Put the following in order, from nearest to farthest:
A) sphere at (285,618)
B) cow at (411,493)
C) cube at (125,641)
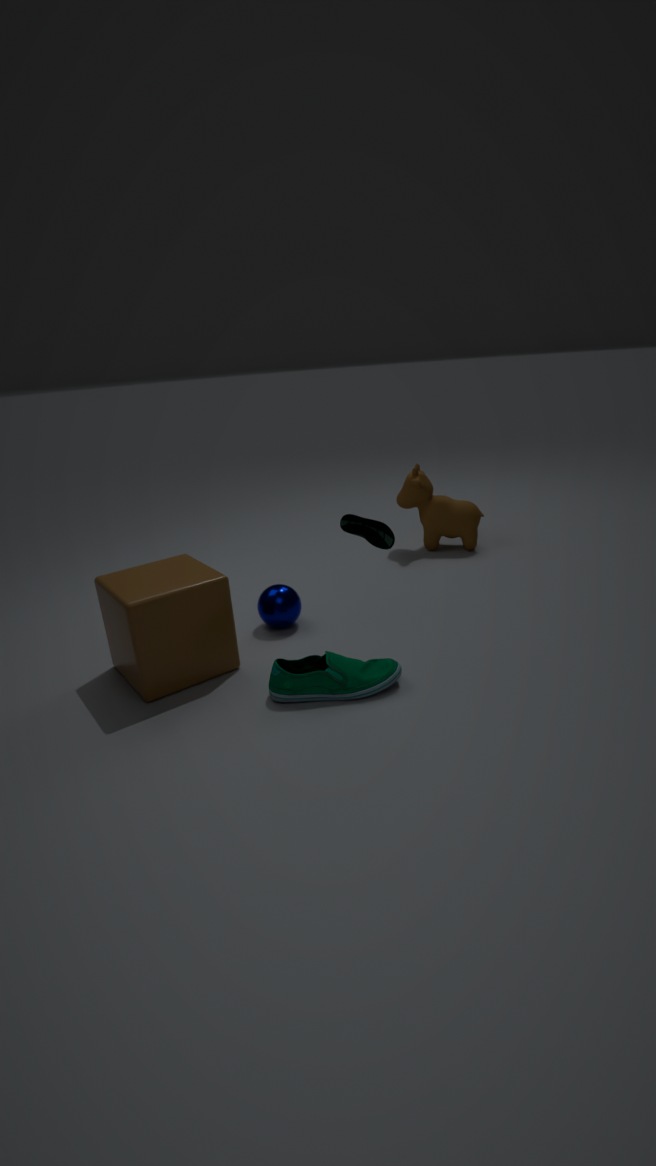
1. cube at (125,641)
2. sphere at (285,618)
3. cow at (411,493)
